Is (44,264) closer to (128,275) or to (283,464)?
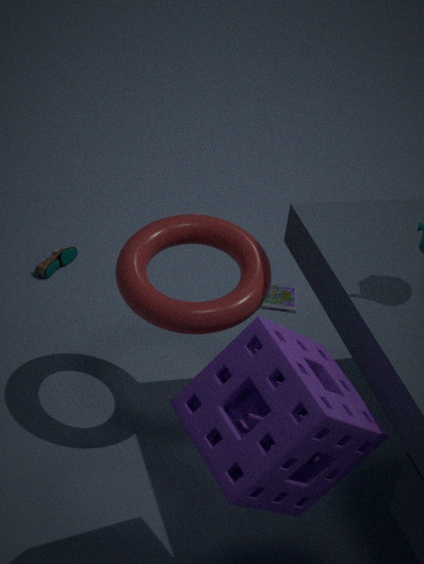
(128,275)
